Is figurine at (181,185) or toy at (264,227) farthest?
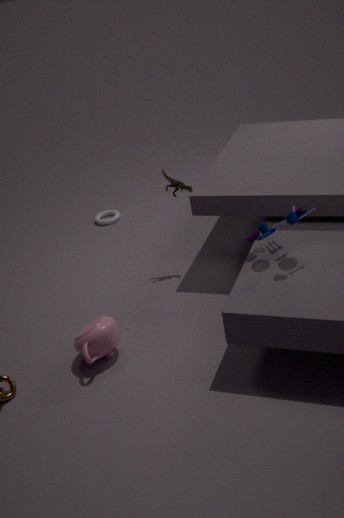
figurine at (181,185)
